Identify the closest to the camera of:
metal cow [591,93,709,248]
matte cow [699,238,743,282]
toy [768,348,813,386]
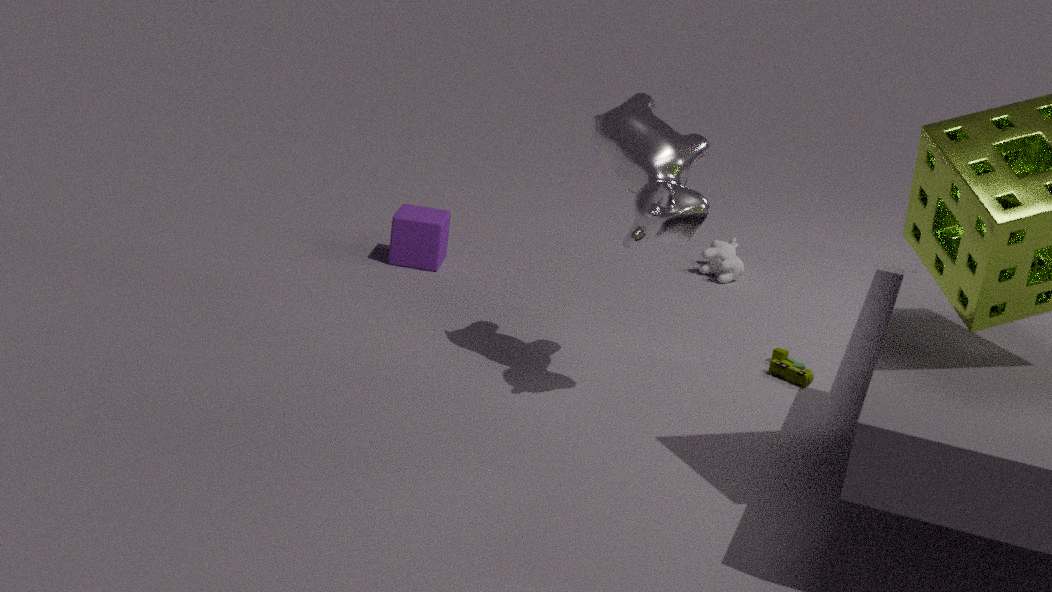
metal cow [591,93,709,248]
